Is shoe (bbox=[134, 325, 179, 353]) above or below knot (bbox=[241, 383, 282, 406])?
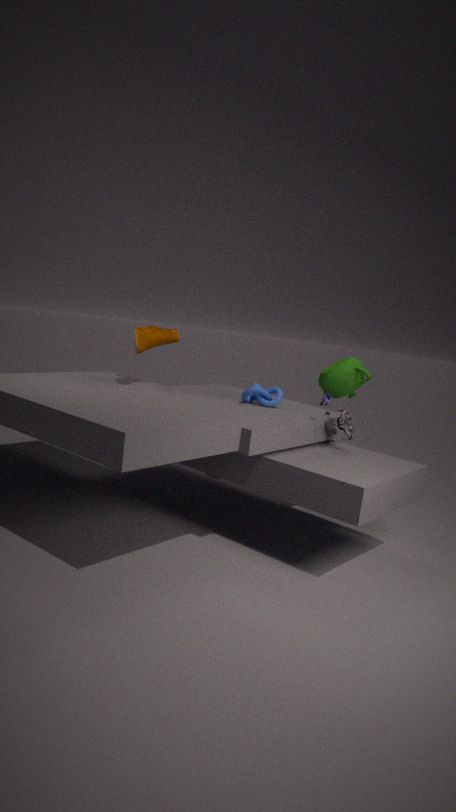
above
